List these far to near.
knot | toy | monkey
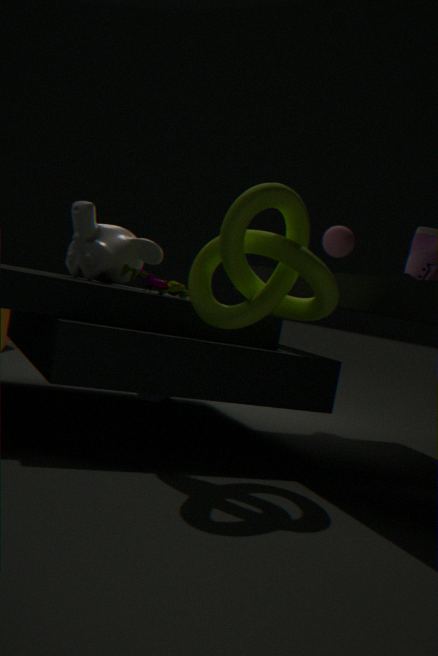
toy
monkey
knot
